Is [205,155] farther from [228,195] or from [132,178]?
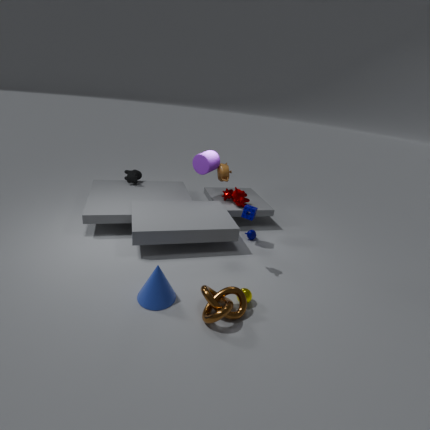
[132,178]
